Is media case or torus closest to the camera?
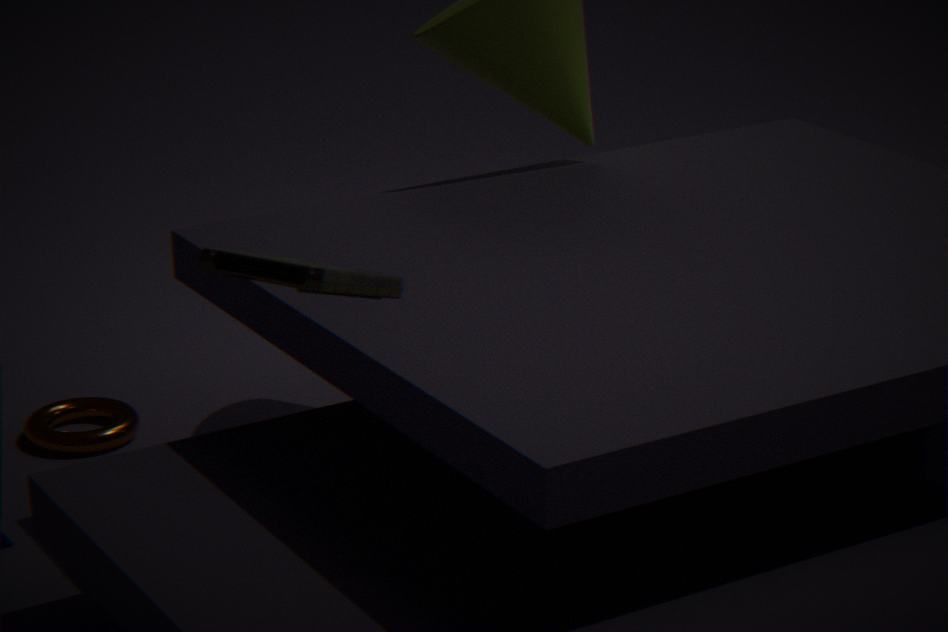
media case
